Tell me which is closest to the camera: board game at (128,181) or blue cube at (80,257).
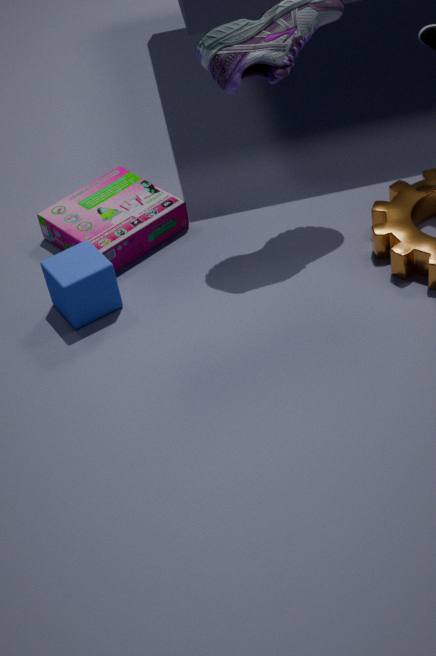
→ blue cube at (80,257)
